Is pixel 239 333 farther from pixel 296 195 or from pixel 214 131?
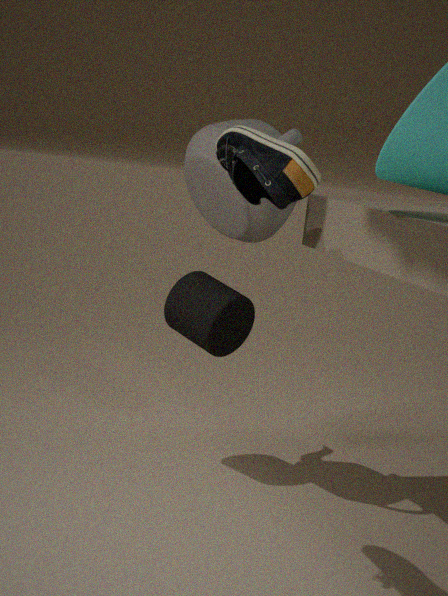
pixel 296 195
